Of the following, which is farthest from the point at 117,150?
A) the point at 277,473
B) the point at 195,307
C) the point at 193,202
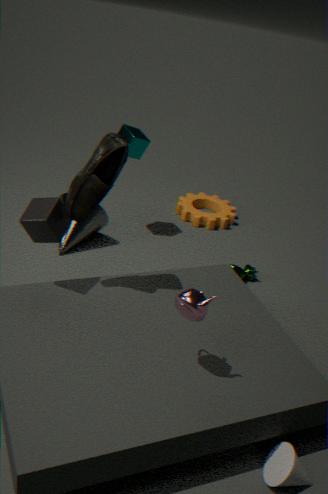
the point at 193,202
